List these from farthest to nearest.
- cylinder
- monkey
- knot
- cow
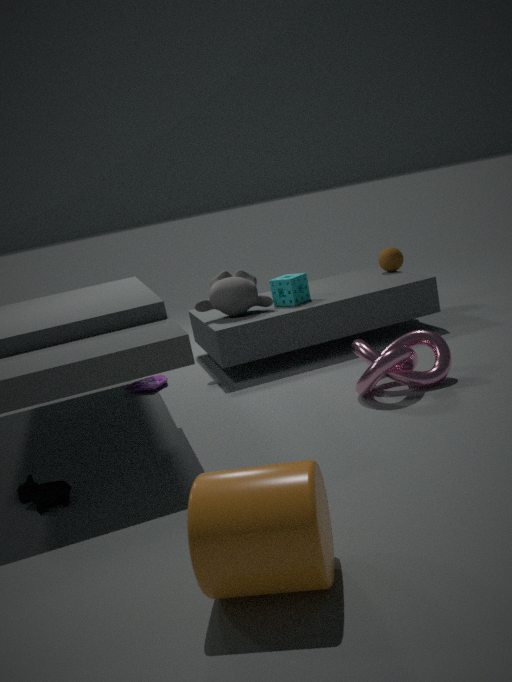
1. monkey
2. knot
3. cow
4. cylinder
